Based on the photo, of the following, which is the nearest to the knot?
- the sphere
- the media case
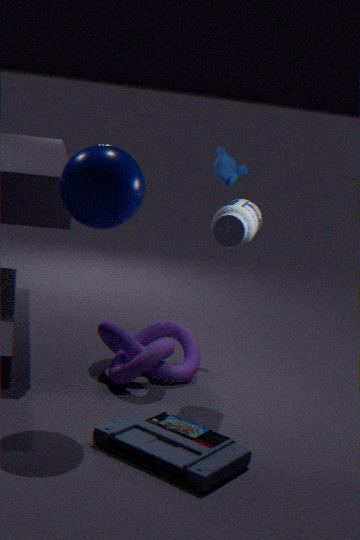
the media case
